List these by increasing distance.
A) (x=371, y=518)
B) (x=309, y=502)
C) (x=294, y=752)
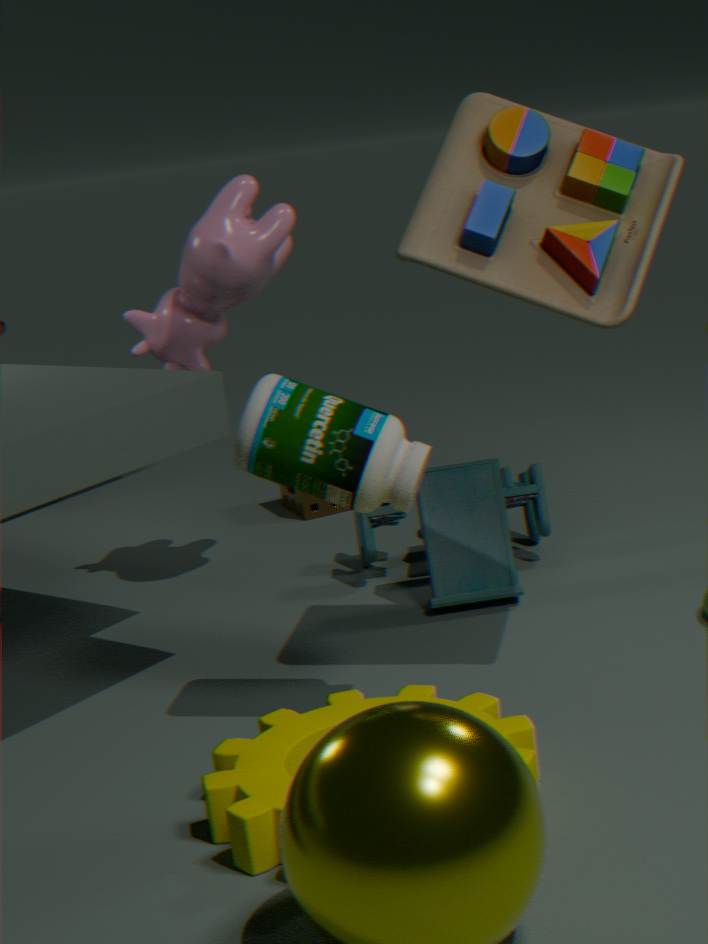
(x=294, y=752) → (x=371, y=518) → (x=309, y=502)
